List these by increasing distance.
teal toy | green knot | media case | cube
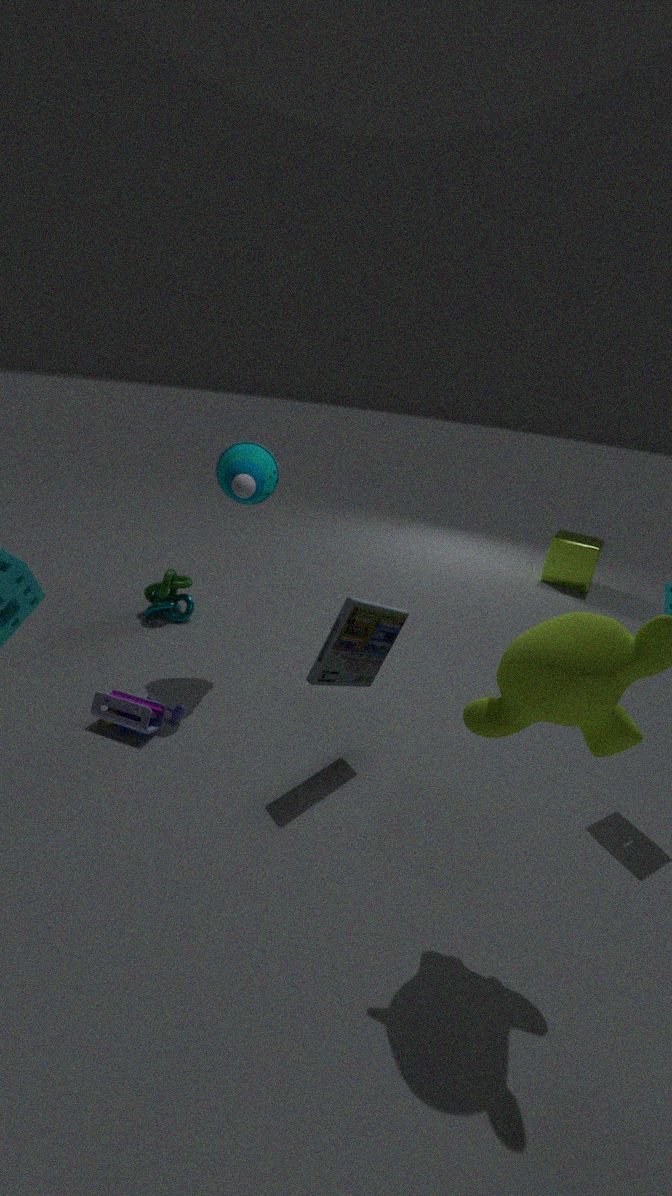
media case → teal toy → green knot → cube
